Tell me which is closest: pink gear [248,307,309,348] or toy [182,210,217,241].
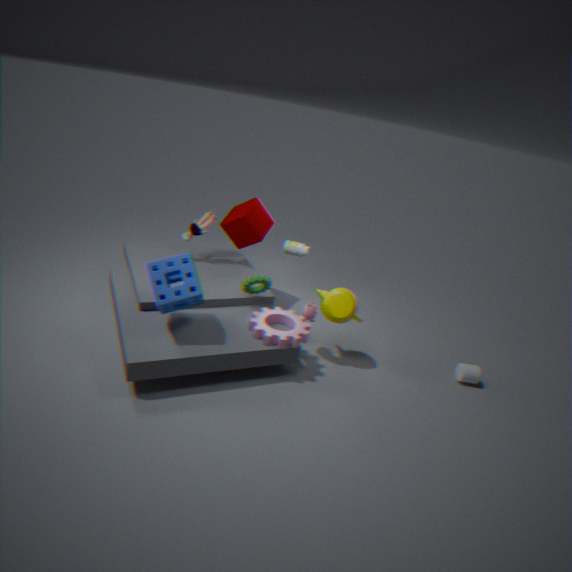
pink gear [248,307,309,348]
